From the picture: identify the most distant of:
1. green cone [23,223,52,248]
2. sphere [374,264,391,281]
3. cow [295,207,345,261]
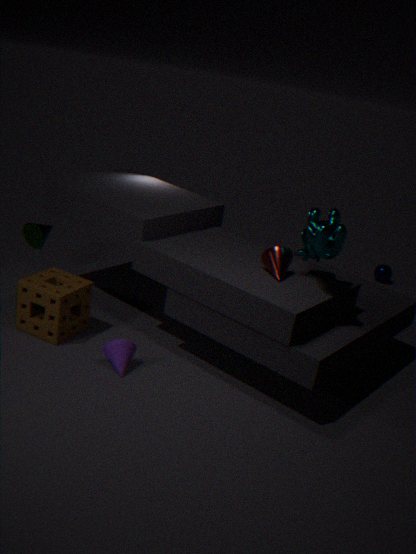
sphere [374,264,391,281]
